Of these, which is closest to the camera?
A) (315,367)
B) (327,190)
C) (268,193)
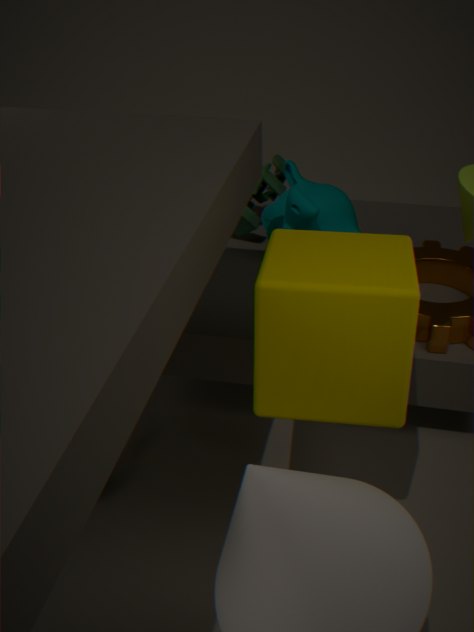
(315,367)
